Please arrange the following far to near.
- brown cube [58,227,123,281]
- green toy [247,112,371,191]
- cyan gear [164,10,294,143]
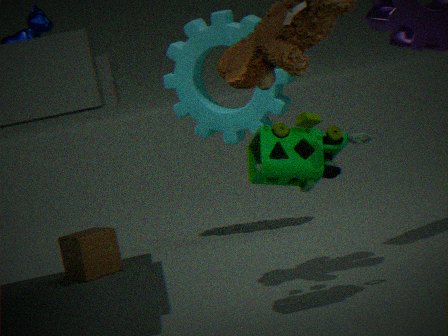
1. cyan gear [164,10,294,143]
2. brown cube [58,227,123,281]
3. green toy [247,112,371,191]
